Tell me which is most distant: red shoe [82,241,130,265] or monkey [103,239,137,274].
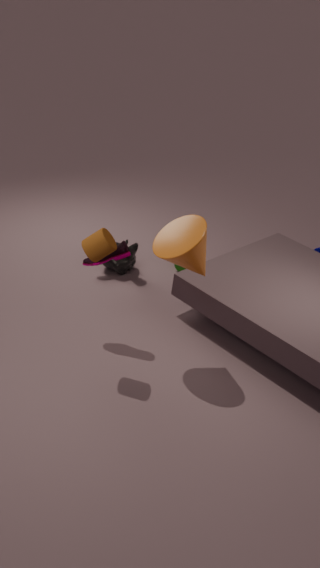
monkey [103,239,137,274]
